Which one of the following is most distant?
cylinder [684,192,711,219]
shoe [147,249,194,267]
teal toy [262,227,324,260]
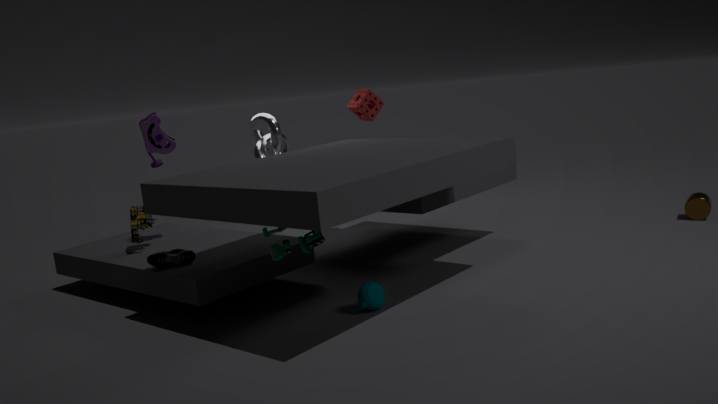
cylinder [684,192,711,219]
